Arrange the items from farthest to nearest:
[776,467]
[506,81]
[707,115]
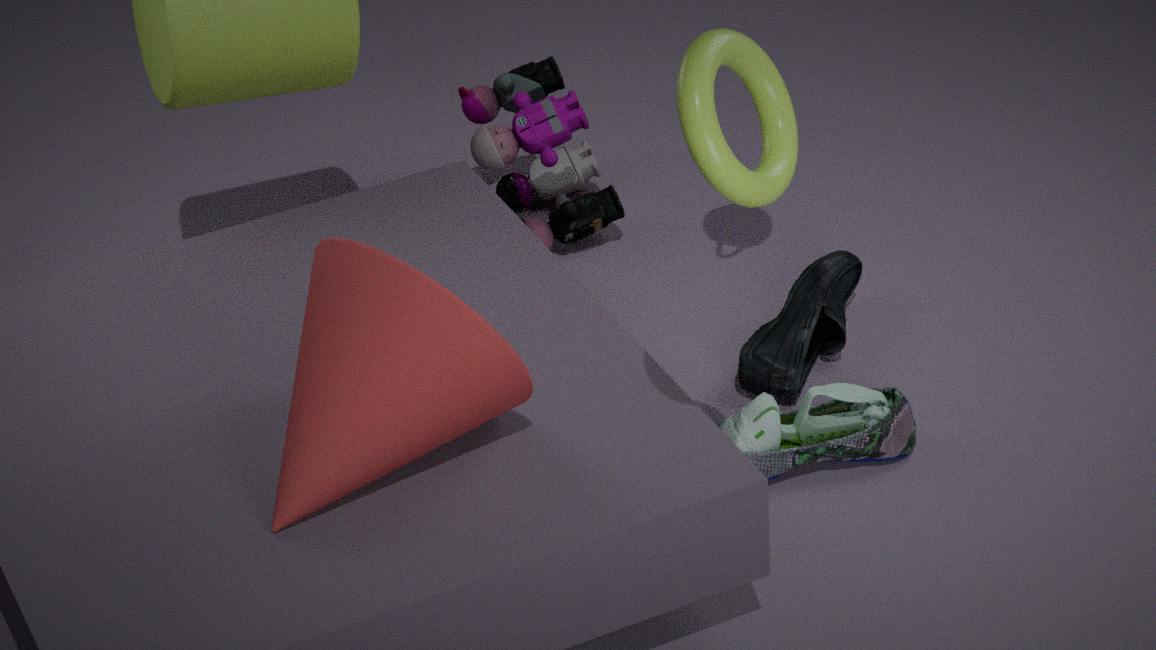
1. [506,81]
2. [776,467]
3. [707,115]
